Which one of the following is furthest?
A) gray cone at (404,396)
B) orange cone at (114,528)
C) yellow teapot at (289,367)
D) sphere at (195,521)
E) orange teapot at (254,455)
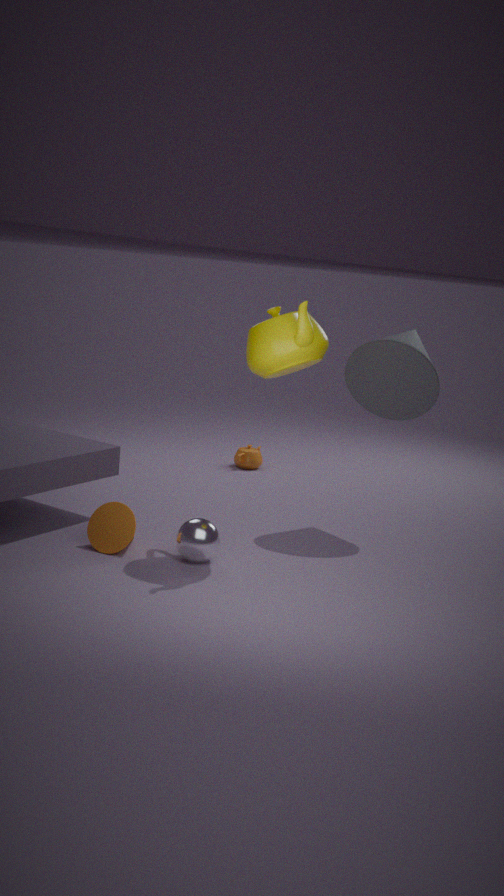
orange teapot at (254,455)
